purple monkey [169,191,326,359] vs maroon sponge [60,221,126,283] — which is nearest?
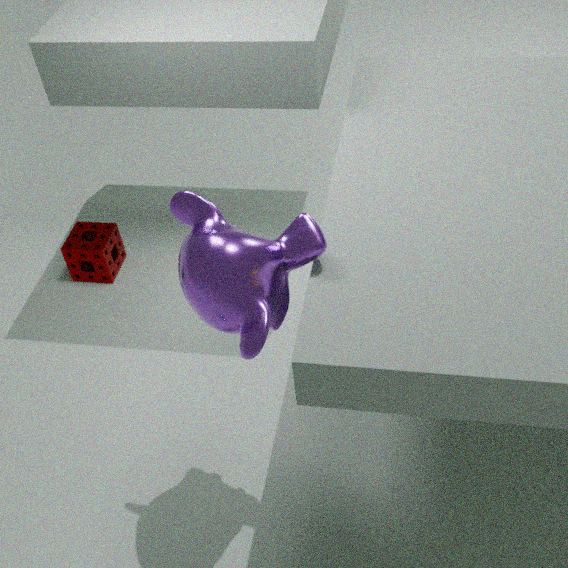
purple monkey [169,191,326,359]
